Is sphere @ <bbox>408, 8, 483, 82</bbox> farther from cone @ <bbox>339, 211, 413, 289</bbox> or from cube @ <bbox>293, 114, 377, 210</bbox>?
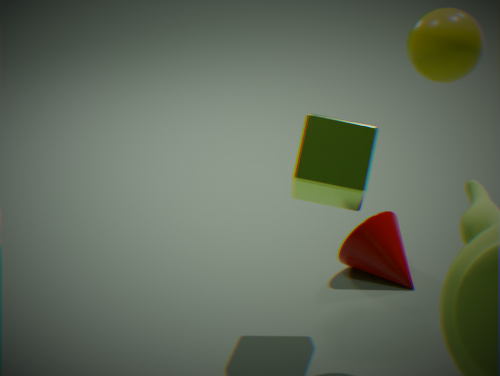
cone @ <bbox>339, 211, 413, 289</bbox>
